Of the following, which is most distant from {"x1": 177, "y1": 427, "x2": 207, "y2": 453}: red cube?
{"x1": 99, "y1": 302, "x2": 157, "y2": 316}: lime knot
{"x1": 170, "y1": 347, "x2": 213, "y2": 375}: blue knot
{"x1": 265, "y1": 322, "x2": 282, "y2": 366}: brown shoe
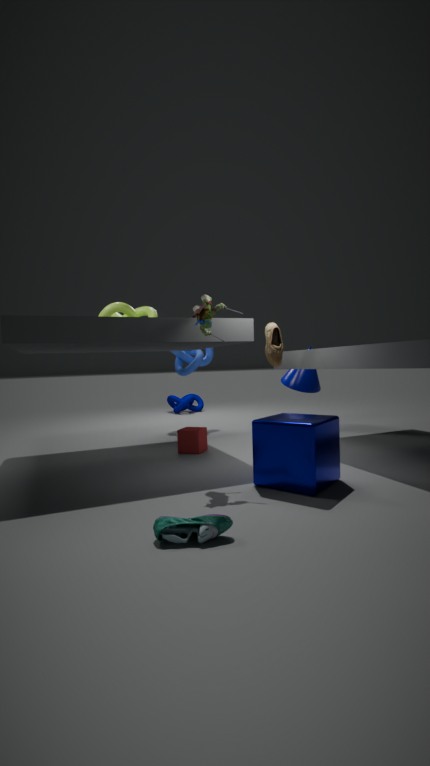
{"x1": 170, "y1": 347, "x2": 213, "y2": 375}: blue knot
